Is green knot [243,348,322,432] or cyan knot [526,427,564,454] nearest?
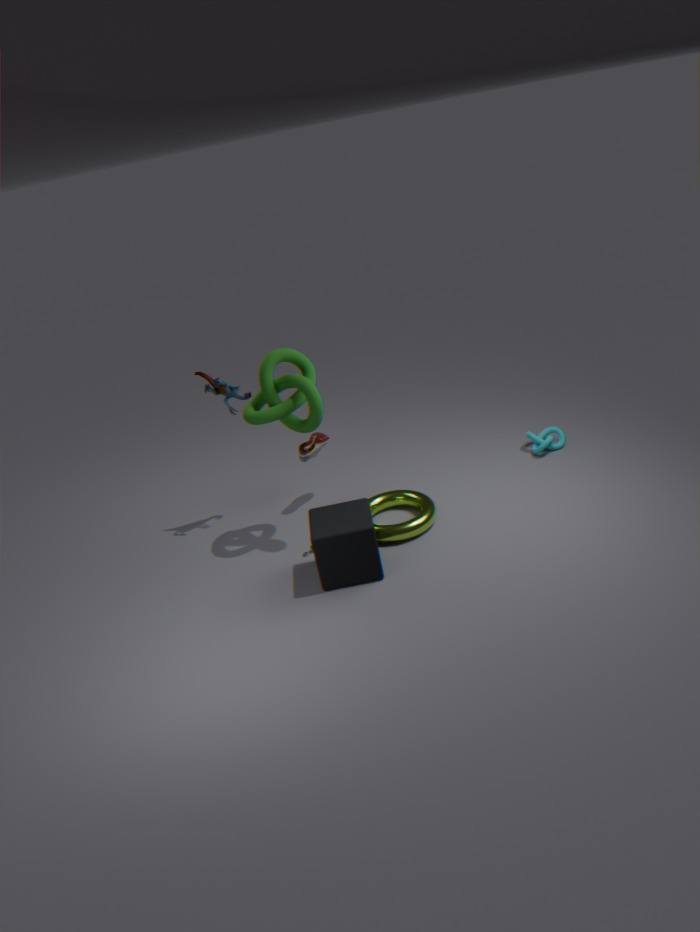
green knot [243,348,322,432]
